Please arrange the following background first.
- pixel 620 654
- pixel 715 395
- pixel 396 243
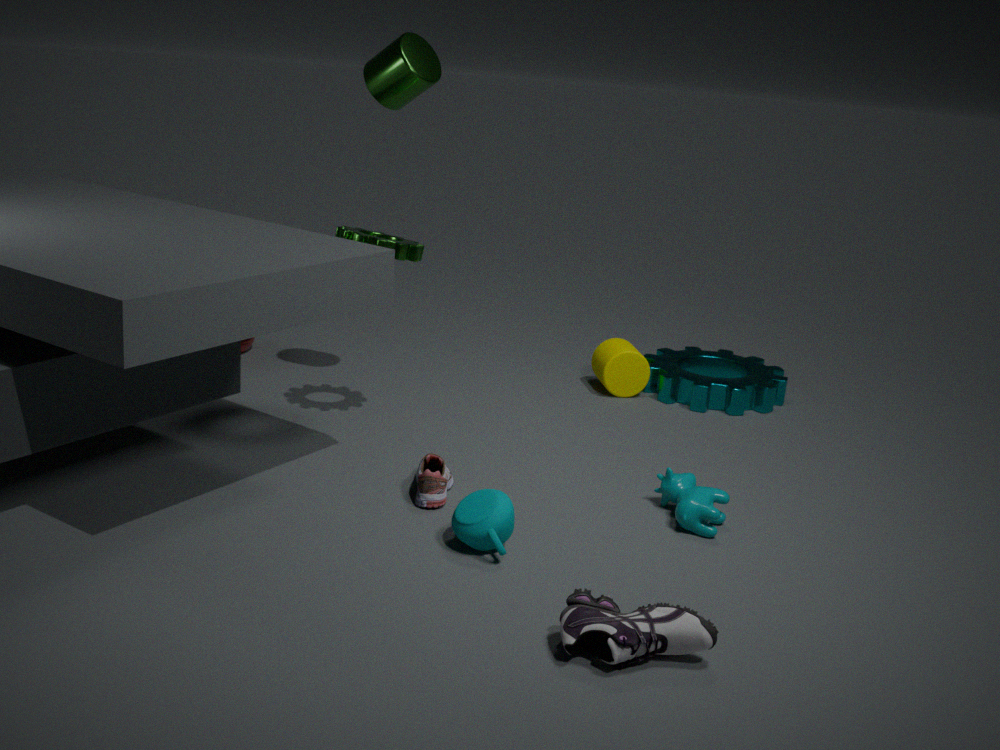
pixel 715 395 → pixel 396 243 → pixel 620 654
